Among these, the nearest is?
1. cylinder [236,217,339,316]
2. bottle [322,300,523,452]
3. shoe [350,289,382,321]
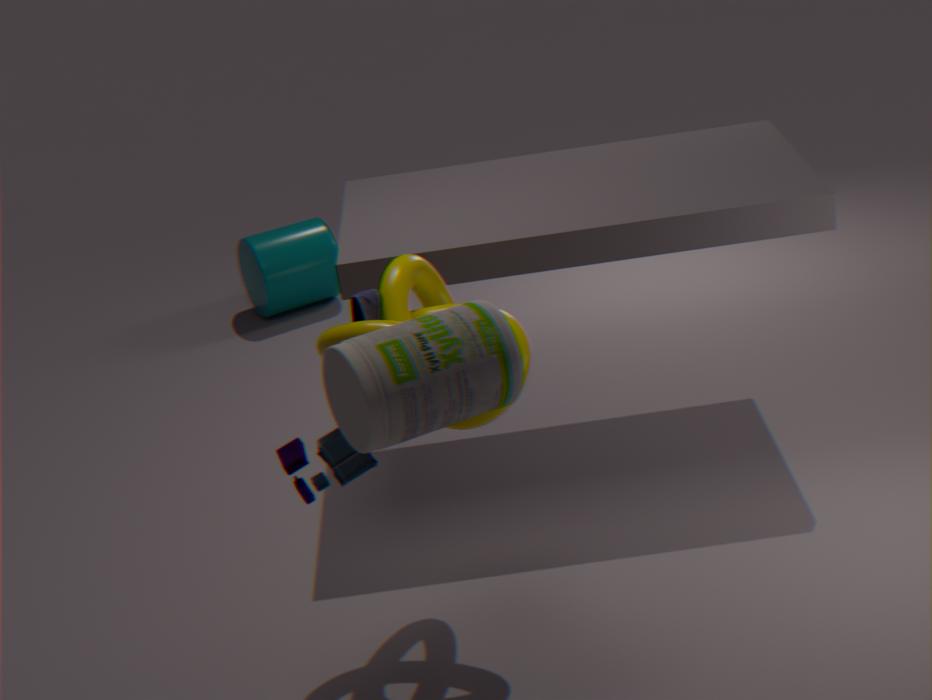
bottle [322,300,523,452]
